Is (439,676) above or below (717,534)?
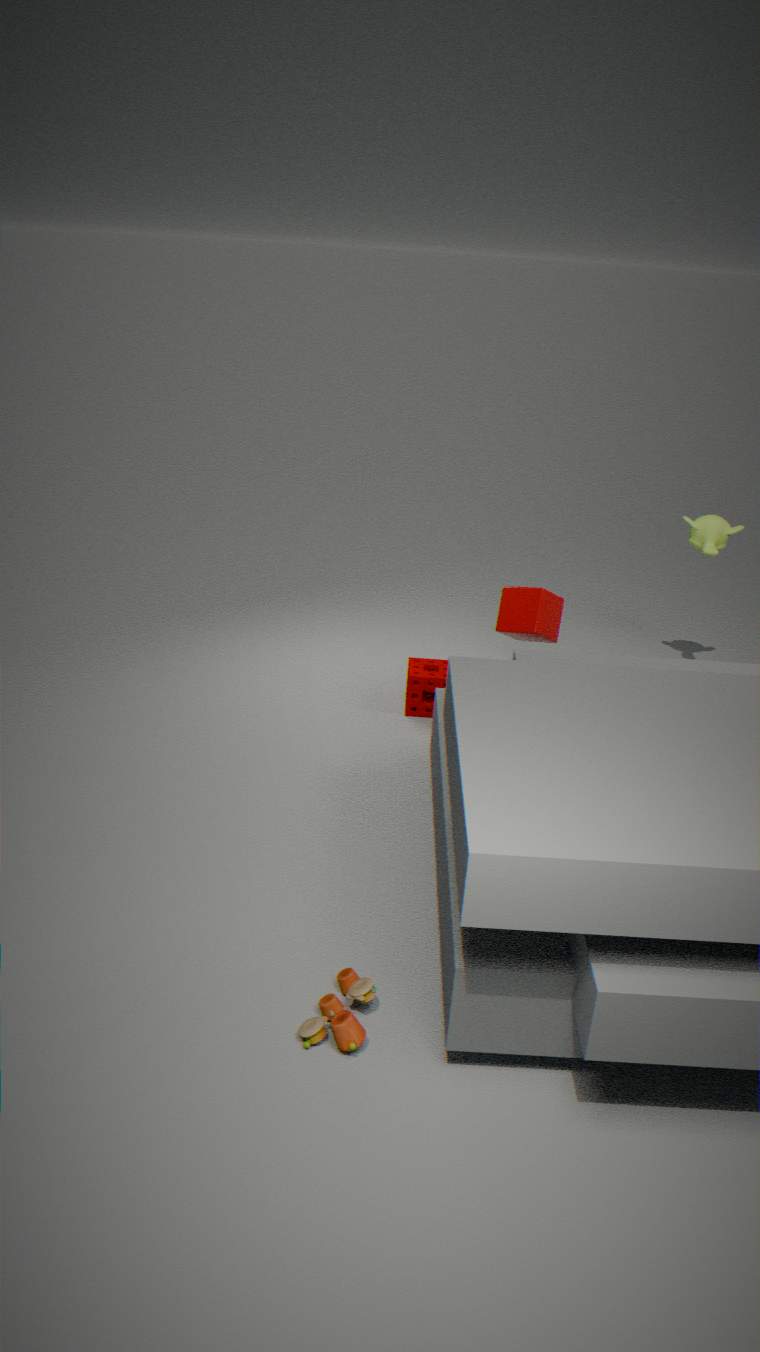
below
